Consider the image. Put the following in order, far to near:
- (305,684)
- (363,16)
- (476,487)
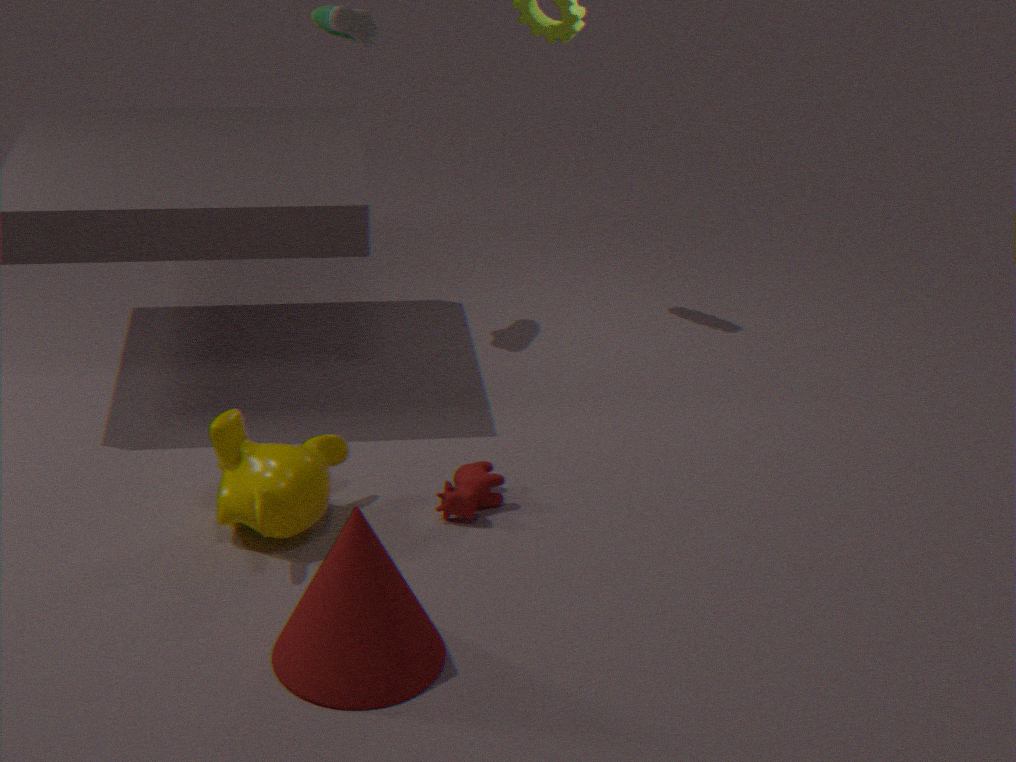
(363,16) < (476,487) < (305,684)
